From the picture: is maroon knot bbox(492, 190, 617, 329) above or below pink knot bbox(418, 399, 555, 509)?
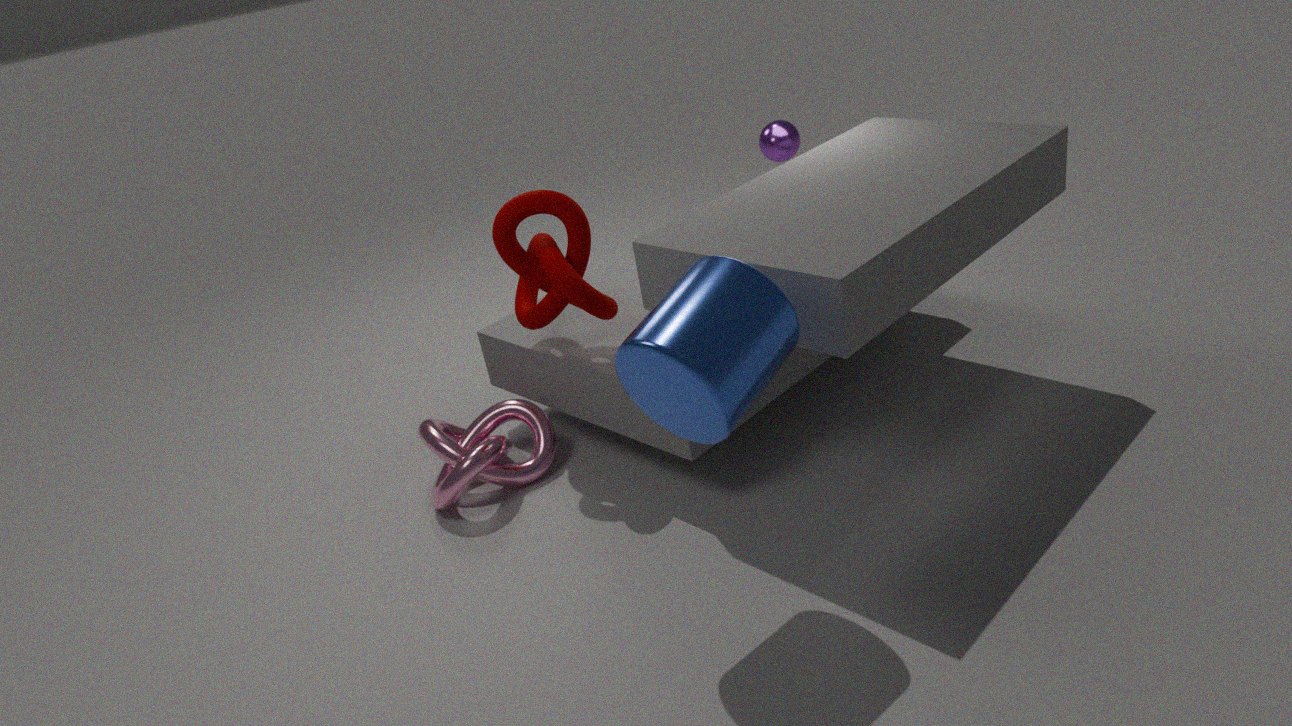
above
